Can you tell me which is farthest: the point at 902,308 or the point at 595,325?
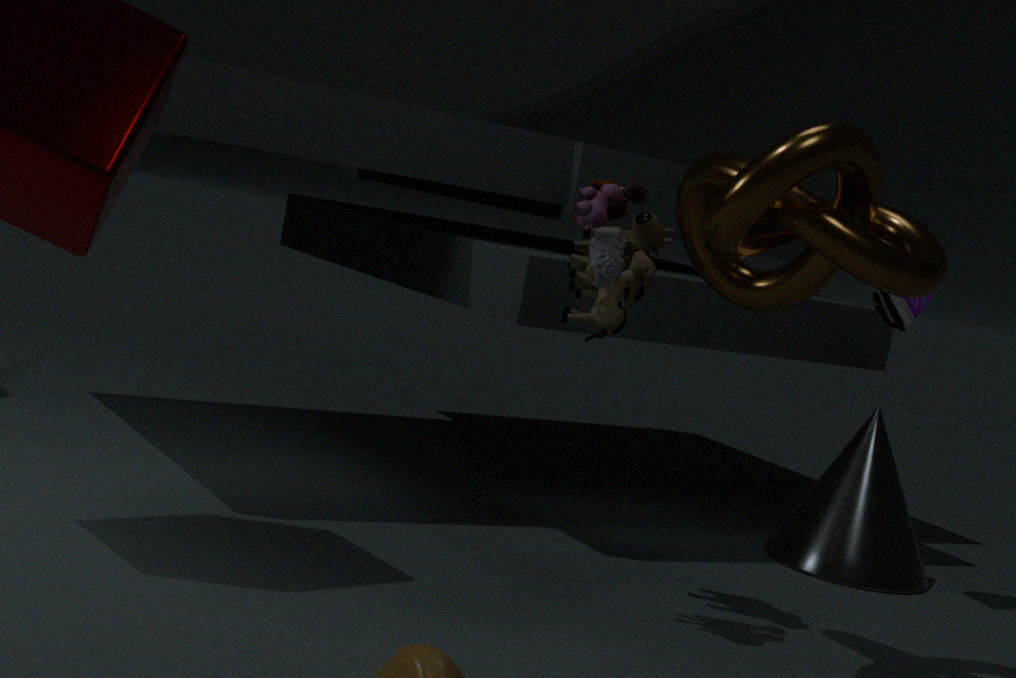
the point at 902,308
